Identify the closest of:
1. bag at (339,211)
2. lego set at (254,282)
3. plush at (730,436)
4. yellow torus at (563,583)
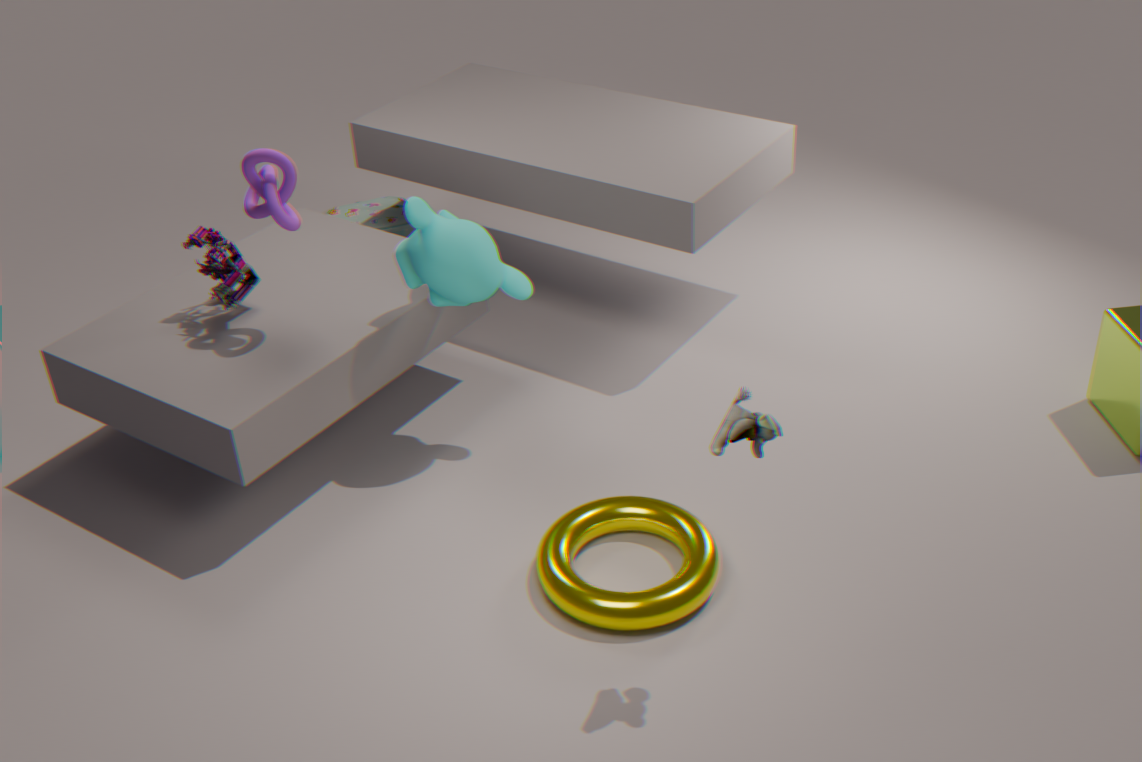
plush at (730,436)
